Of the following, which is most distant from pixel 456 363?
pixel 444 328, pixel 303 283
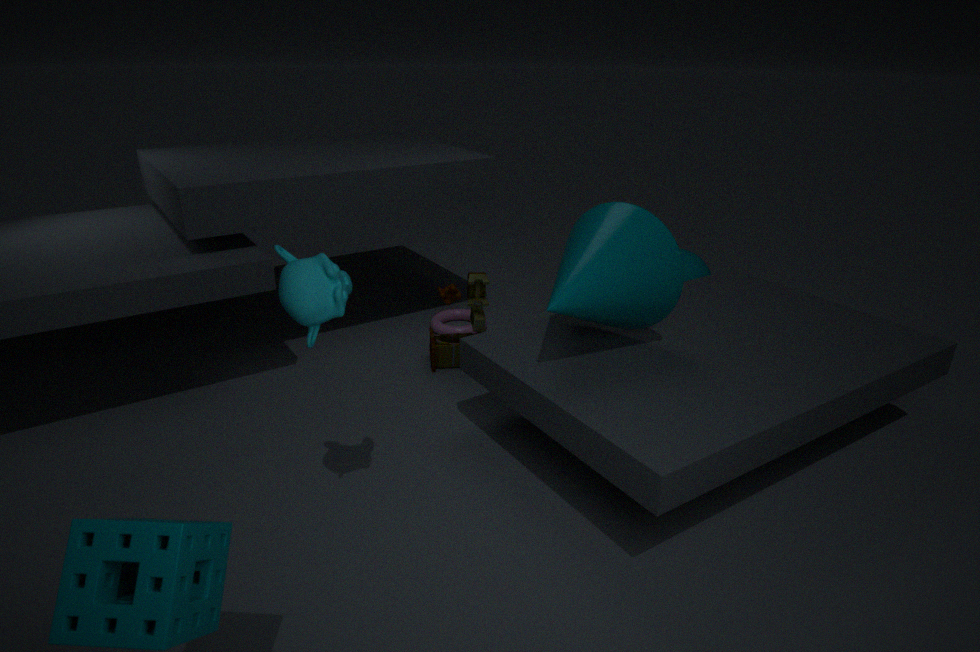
pixel 303 283
